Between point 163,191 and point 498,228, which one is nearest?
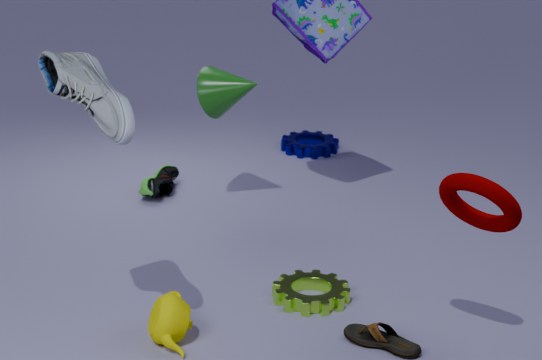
point 498,228
